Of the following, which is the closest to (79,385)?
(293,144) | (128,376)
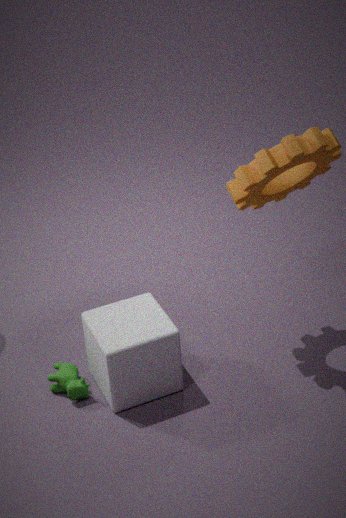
(128,376)
